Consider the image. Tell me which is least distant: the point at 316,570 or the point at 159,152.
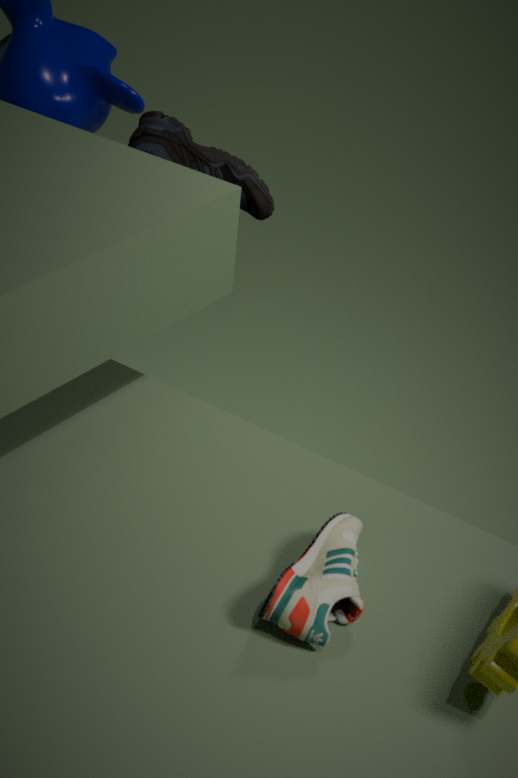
the point at 316,570
